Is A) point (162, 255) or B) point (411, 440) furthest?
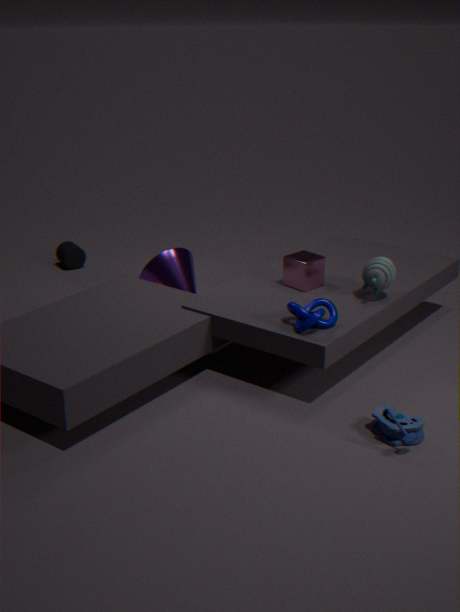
A. point (162, 255)
